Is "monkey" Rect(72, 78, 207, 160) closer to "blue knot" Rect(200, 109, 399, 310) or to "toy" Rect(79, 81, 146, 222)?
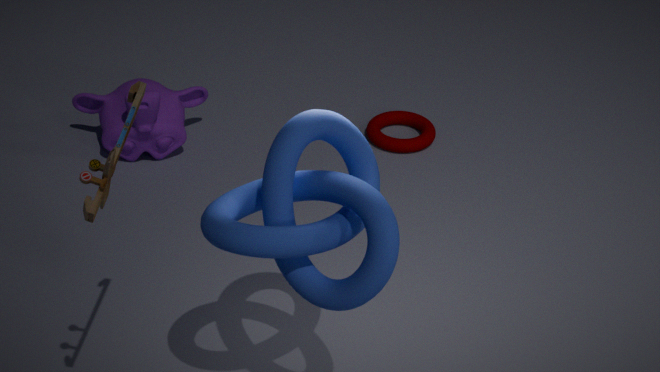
"blue knot" Rect(200, 109, 399, 310)
